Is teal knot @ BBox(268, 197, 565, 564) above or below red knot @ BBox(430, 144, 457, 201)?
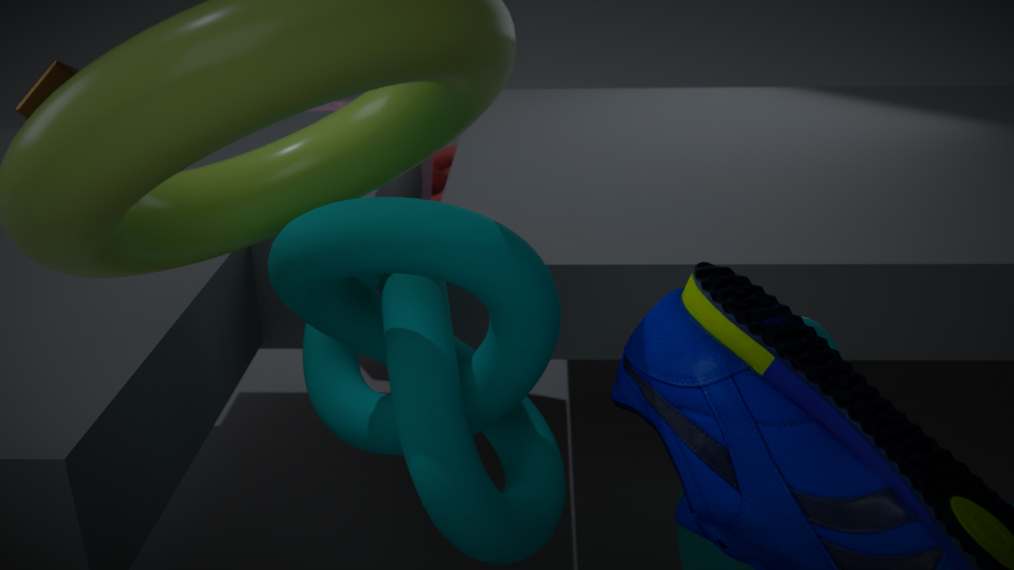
above
